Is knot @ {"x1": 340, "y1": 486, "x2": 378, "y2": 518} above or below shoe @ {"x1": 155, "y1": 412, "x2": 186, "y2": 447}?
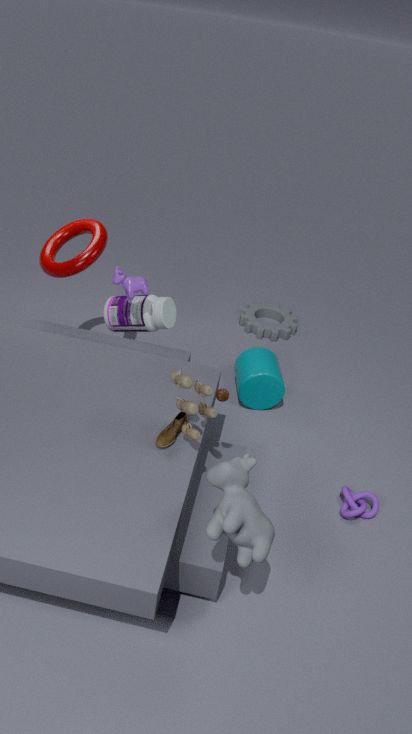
below
